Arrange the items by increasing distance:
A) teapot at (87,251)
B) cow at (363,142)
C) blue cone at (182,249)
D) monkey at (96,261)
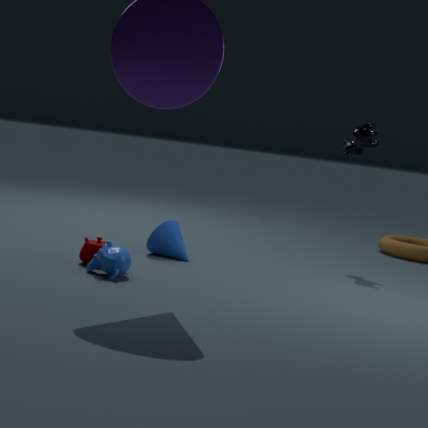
monkey at (96,261) → teapot at (87,251) → blue cone at (182,249) → cow at (363,142)
